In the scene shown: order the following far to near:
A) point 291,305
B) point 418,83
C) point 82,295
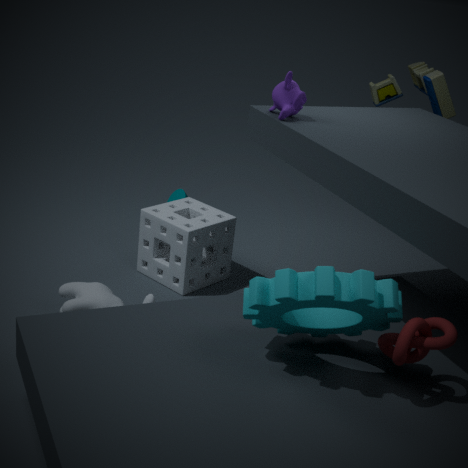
B. point 418,83
C. point 82,295
A. point 291,305
